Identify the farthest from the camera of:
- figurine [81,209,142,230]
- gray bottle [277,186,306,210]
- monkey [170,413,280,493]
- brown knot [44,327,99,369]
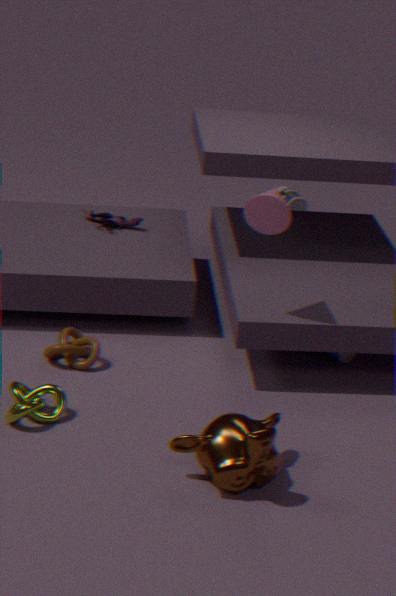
gray bottle [277,186,306,210]
